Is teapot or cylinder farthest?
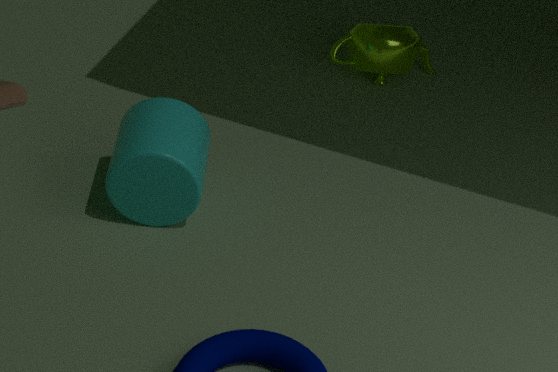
teapot
